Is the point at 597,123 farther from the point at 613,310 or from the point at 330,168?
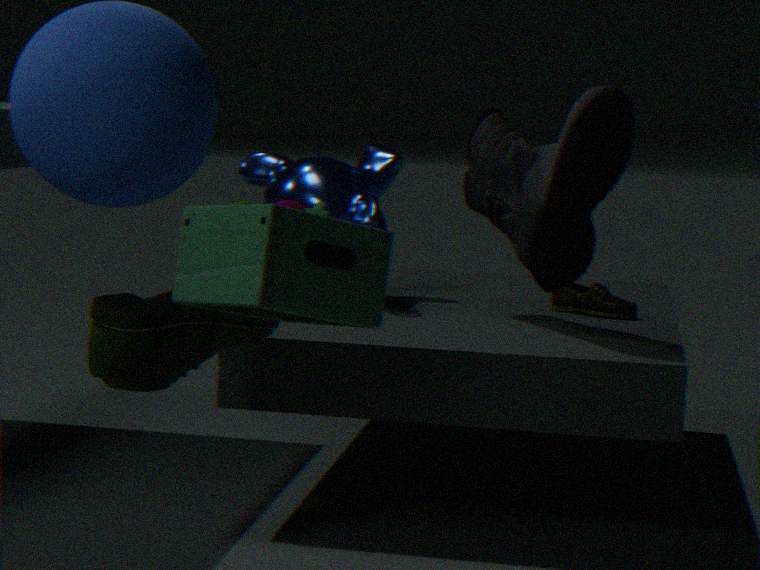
the point at 330,168
